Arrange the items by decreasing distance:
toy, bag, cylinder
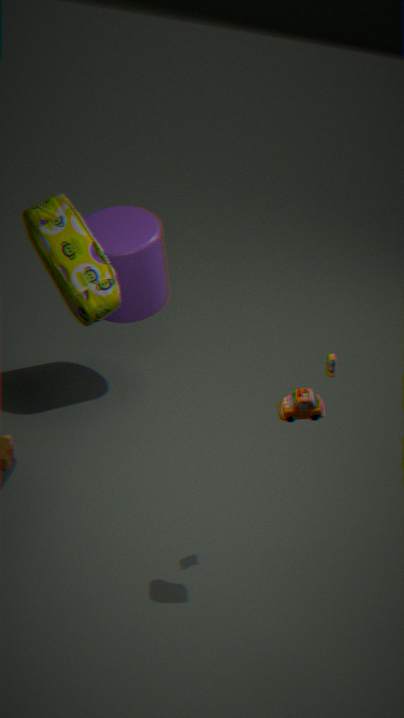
cylinder → bag → toy
